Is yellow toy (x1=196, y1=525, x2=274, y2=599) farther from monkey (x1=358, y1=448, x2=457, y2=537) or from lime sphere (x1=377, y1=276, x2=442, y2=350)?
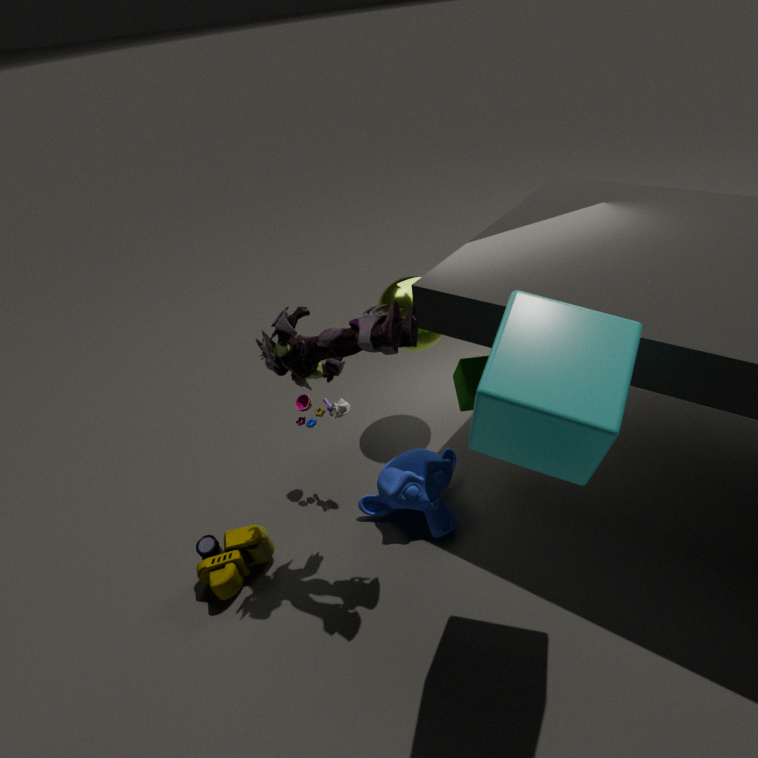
lime sphere (x1=377, y1=276, x2=442, y2=350)
